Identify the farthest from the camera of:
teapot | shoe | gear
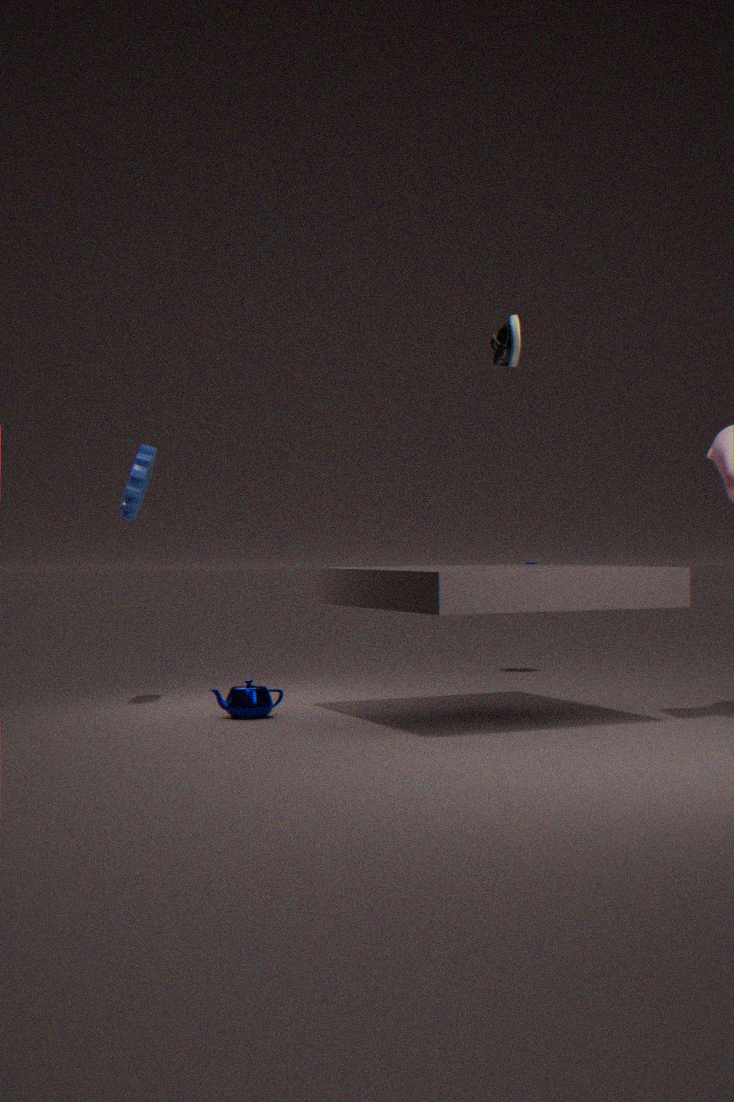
gear
